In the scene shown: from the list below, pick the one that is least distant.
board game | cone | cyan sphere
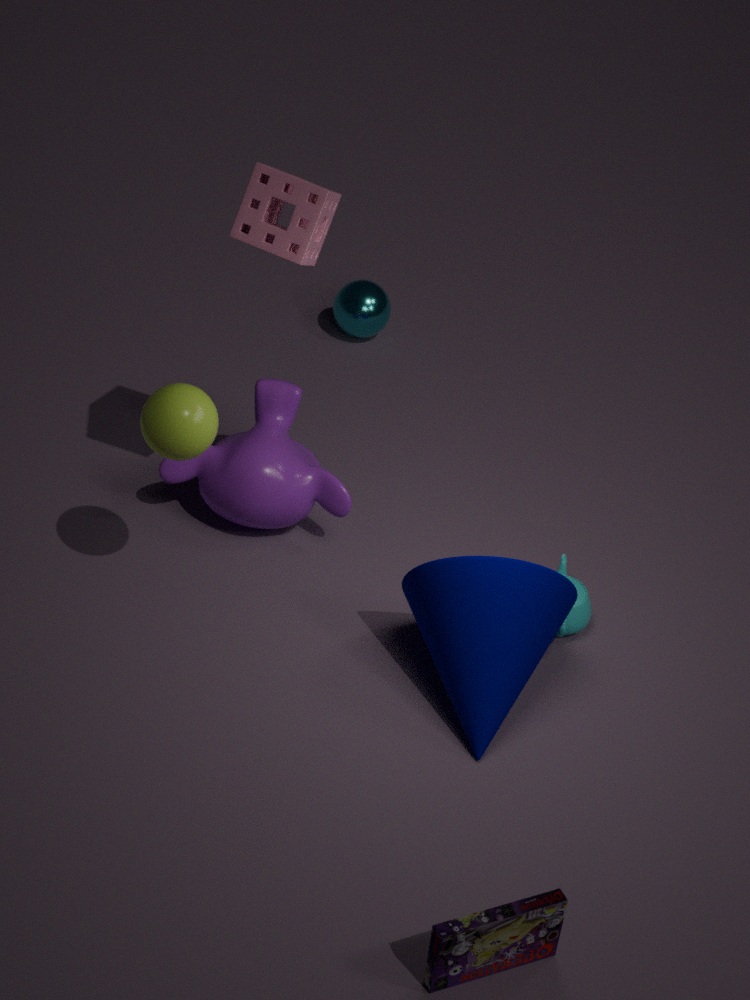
board game
